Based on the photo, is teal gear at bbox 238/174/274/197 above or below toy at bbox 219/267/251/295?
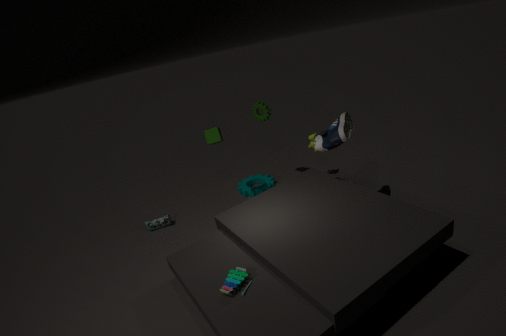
below
